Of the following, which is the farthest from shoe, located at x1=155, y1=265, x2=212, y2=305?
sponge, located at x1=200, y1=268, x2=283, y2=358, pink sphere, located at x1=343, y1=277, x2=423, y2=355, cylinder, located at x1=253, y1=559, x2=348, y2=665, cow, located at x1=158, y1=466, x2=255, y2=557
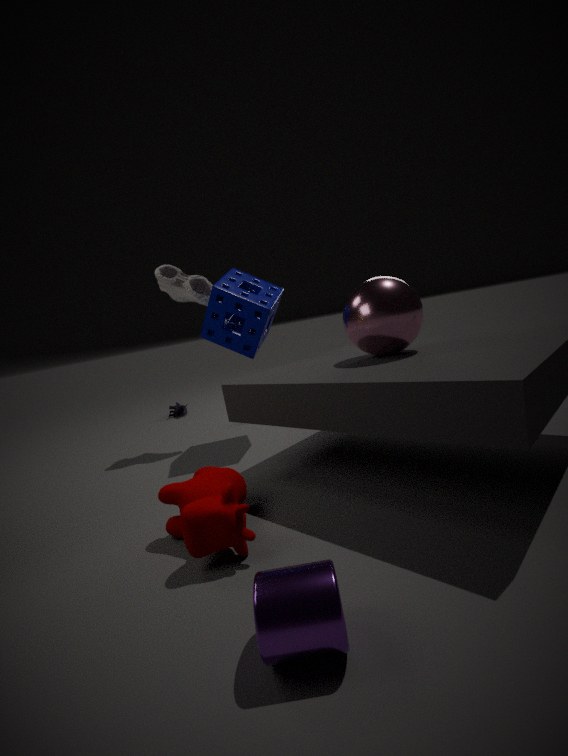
cylinder, located at x1=253, y1=559, x2=348, y2=665
